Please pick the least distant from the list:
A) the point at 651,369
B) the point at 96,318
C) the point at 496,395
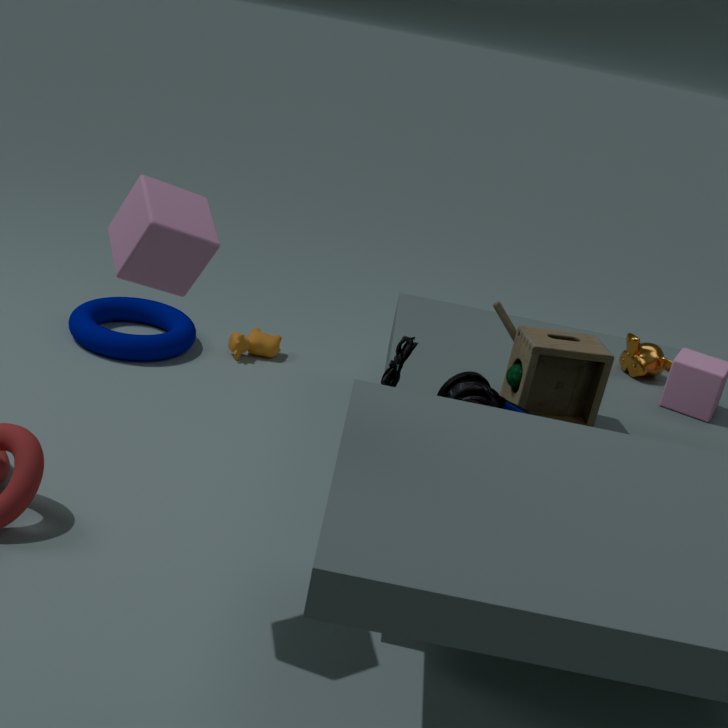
the point at 496,395
